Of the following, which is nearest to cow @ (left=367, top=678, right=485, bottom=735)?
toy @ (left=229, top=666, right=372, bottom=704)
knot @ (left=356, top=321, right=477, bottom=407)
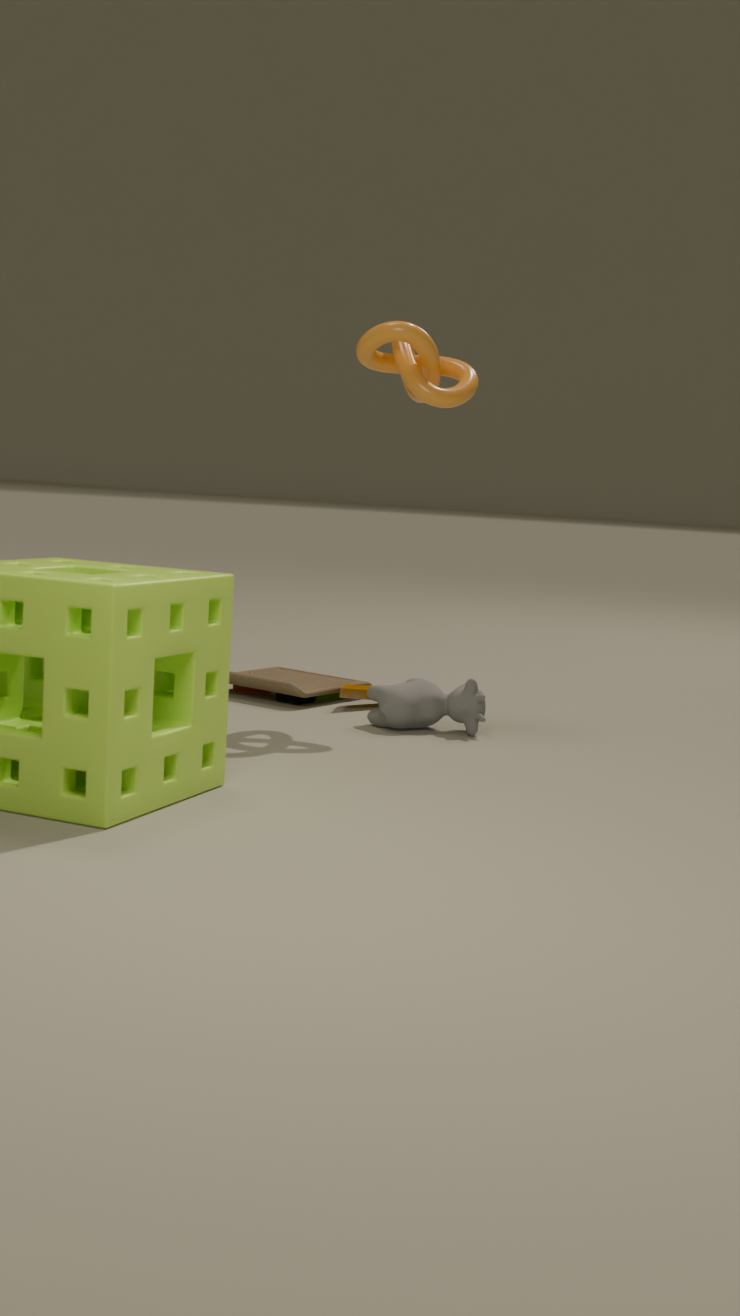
toy @ (left=229, top=666, right=372, bottom=704)
